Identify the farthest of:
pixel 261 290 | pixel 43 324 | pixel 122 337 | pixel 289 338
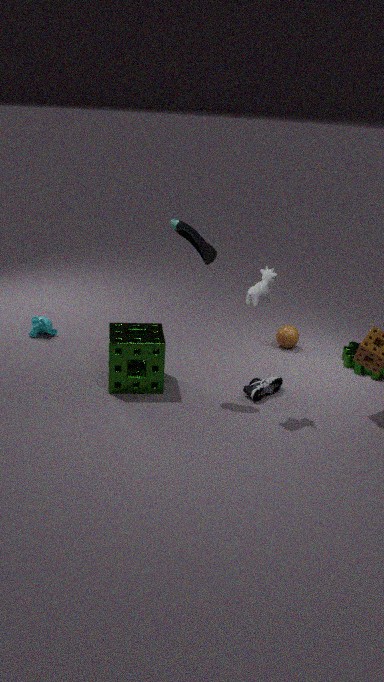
pixel 289 338
